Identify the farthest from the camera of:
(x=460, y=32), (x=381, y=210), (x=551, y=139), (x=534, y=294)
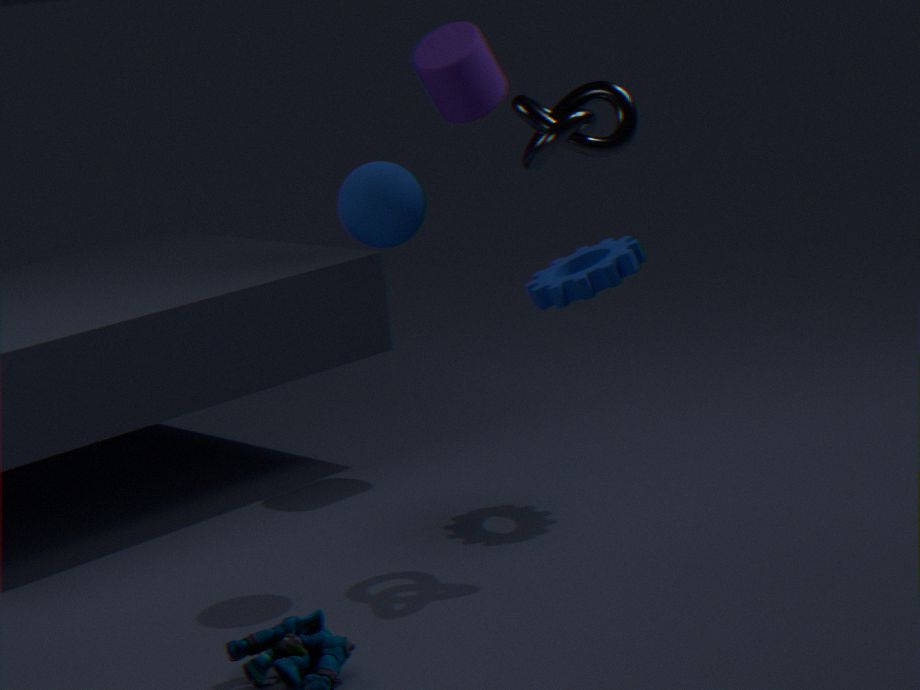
(x=460, y=32)
